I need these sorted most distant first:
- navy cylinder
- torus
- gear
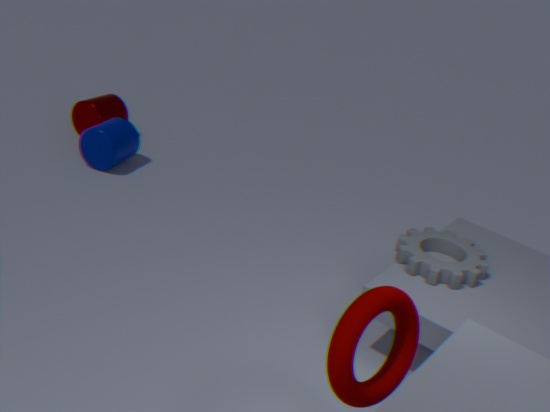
navy cylinder → gear → torus
